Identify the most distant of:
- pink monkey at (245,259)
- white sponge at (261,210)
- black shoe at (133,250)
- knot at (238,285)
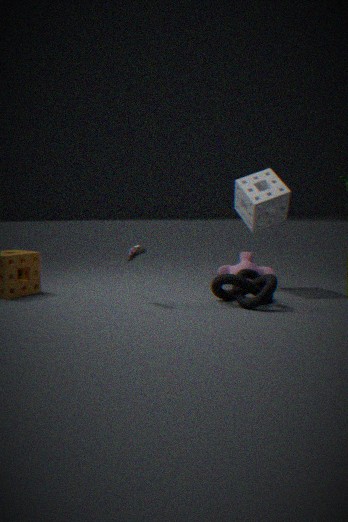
pink monkey at (245,259)
